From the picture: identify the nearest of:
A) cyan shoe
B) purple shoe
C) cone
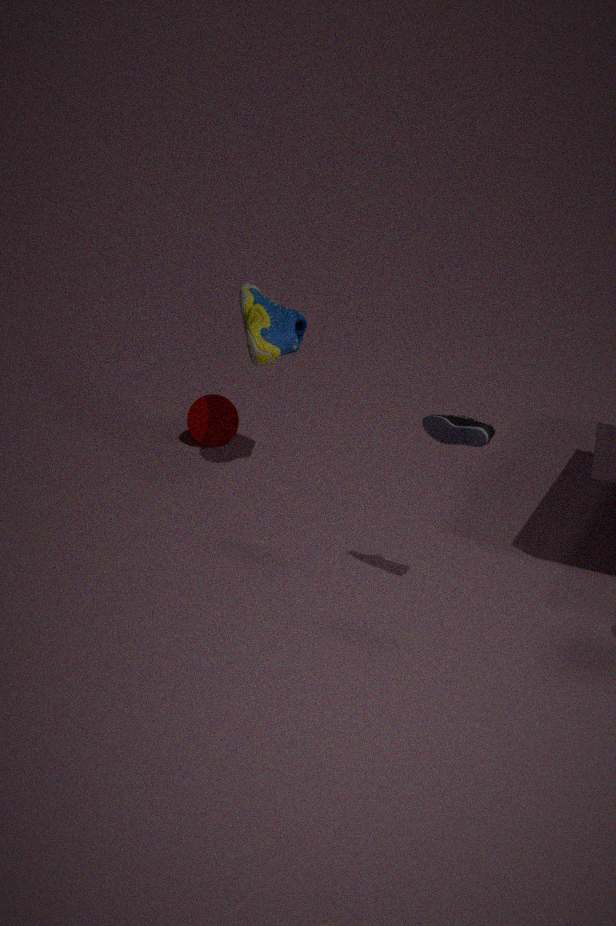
purple shoe
